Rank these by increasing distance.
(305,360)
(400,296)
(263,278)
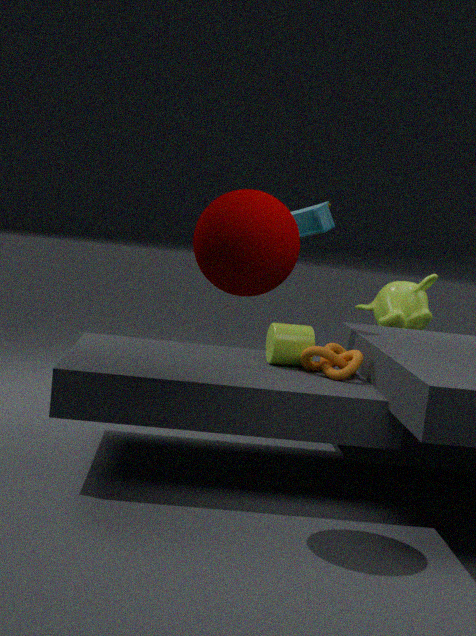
1. (263,278)
2. (305,360)
3. (400,296)
